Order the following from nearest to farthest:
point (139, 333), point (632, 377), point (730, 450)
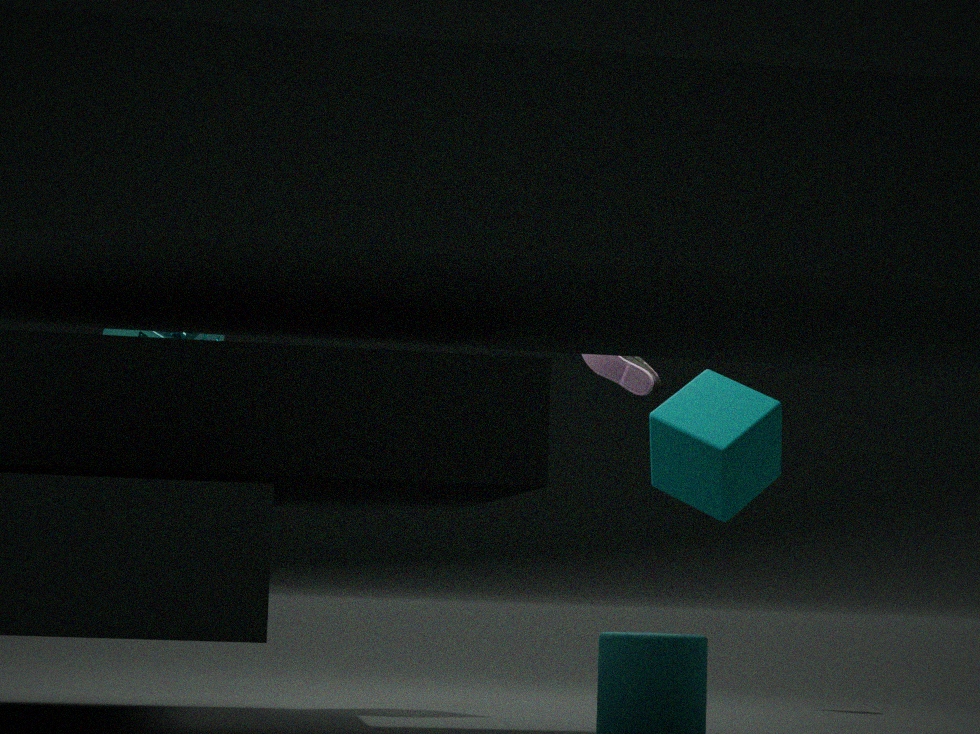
point (730, 450)
point (139, 333)
point (632, 377)
